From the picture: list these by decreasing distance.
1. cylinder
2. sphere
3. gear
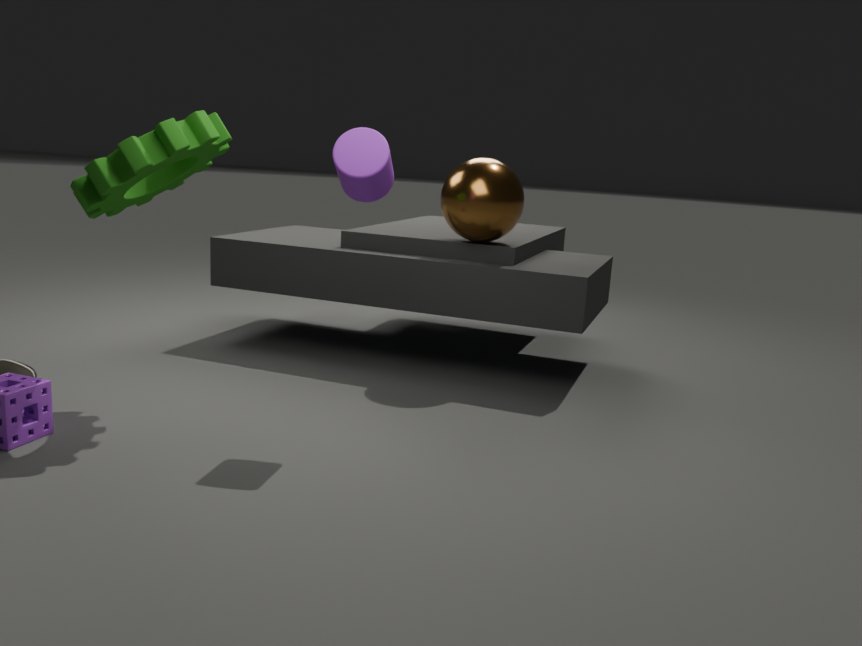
sphere < cylinder < gear
